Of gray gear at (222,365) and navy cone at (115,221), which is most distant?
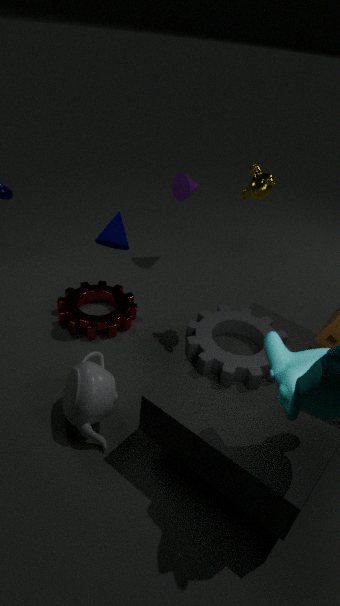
navy cone at (115,221)
